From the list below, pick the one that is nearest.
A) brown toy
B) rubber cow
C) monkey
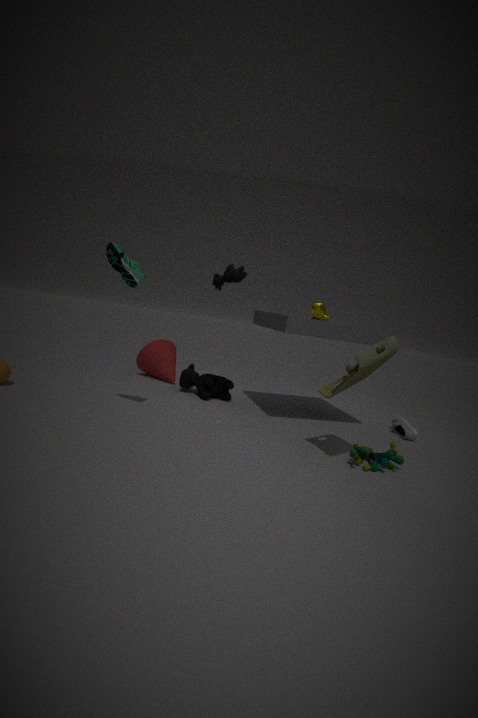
brown toy
